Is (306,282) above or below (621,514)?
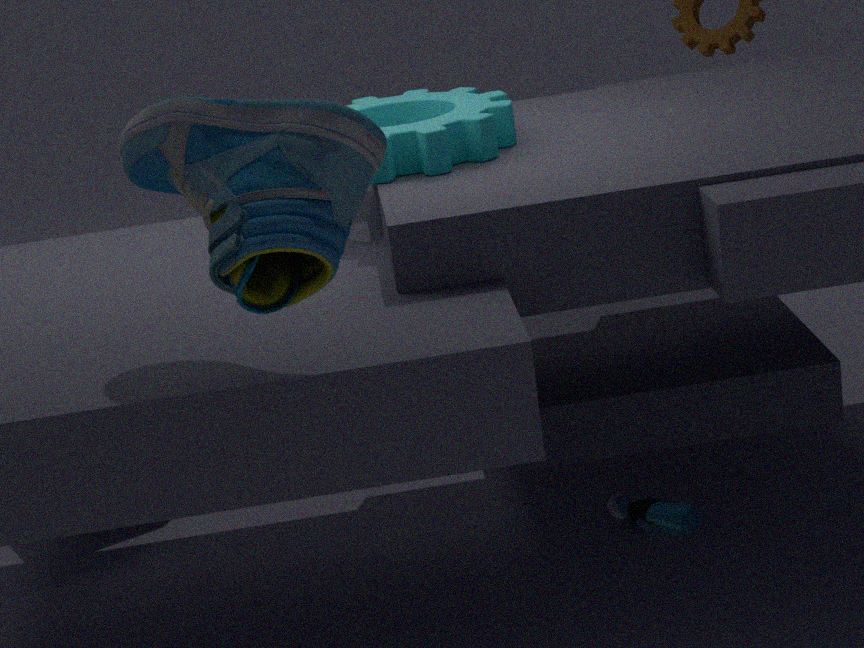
above
